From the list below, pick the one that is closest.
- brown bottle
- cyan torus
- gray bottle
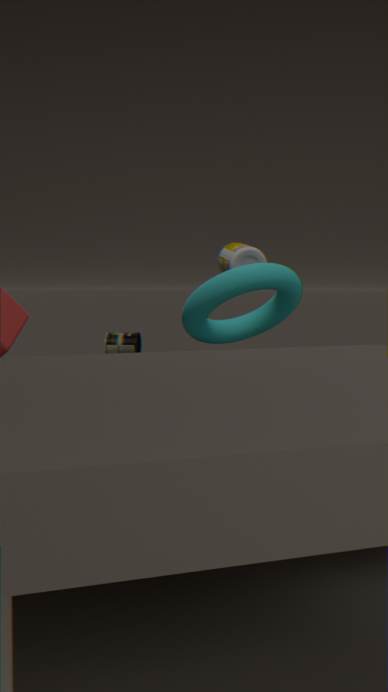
cyan torus
